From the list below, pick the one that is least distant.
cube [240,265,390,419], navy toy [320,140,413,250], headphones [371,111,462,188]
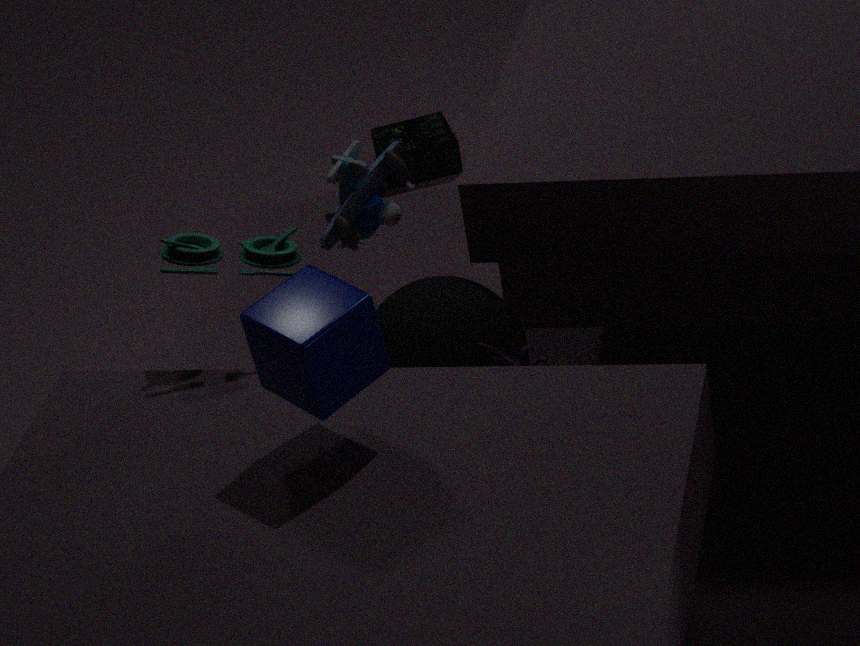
cube [240,265,390,419]
